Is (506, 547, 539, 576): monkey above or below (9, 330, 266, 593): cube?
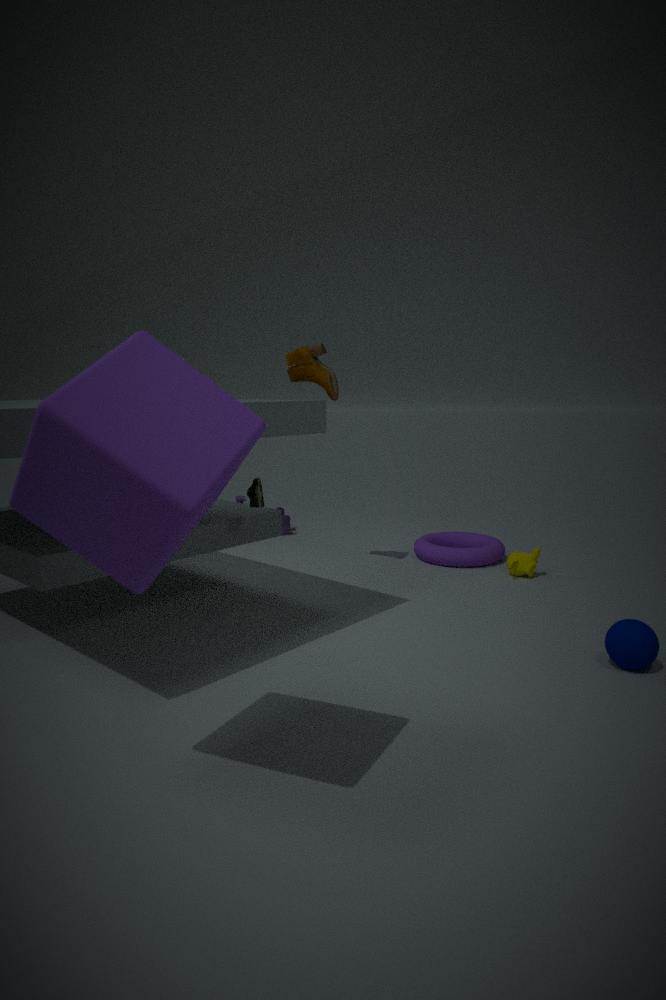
below
